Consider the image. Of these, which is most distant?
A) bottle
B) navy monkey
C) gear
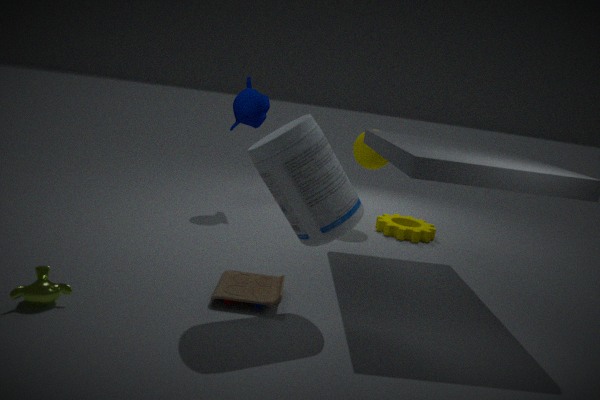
gear
